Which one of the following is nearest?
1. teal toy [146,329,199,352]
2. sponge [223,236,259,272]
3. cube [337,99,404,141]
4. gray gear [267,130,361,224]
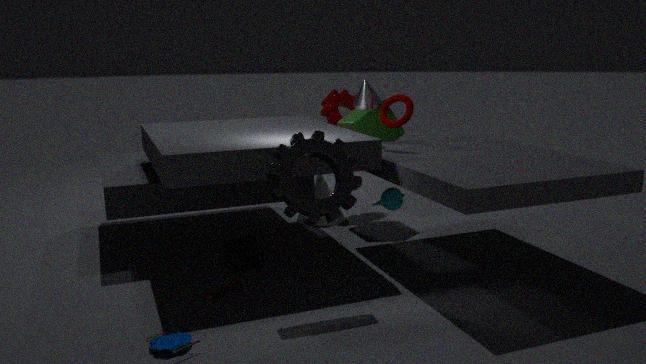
teal toy [146,329,199,352]
